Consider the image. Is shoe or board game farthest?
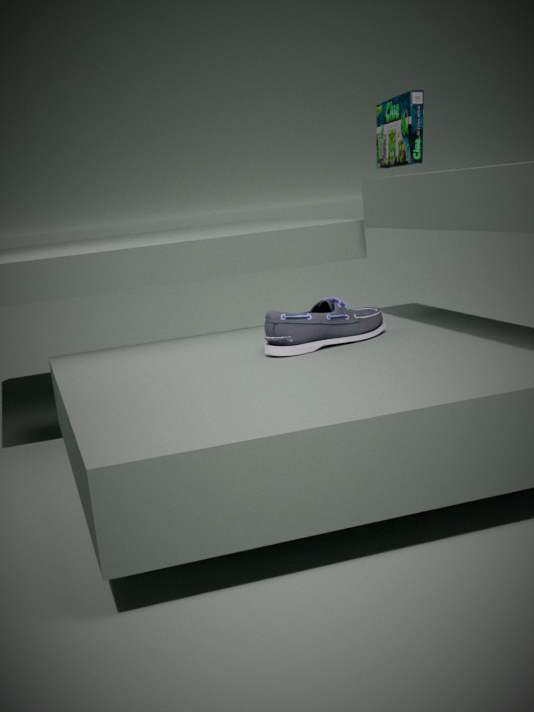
board game
